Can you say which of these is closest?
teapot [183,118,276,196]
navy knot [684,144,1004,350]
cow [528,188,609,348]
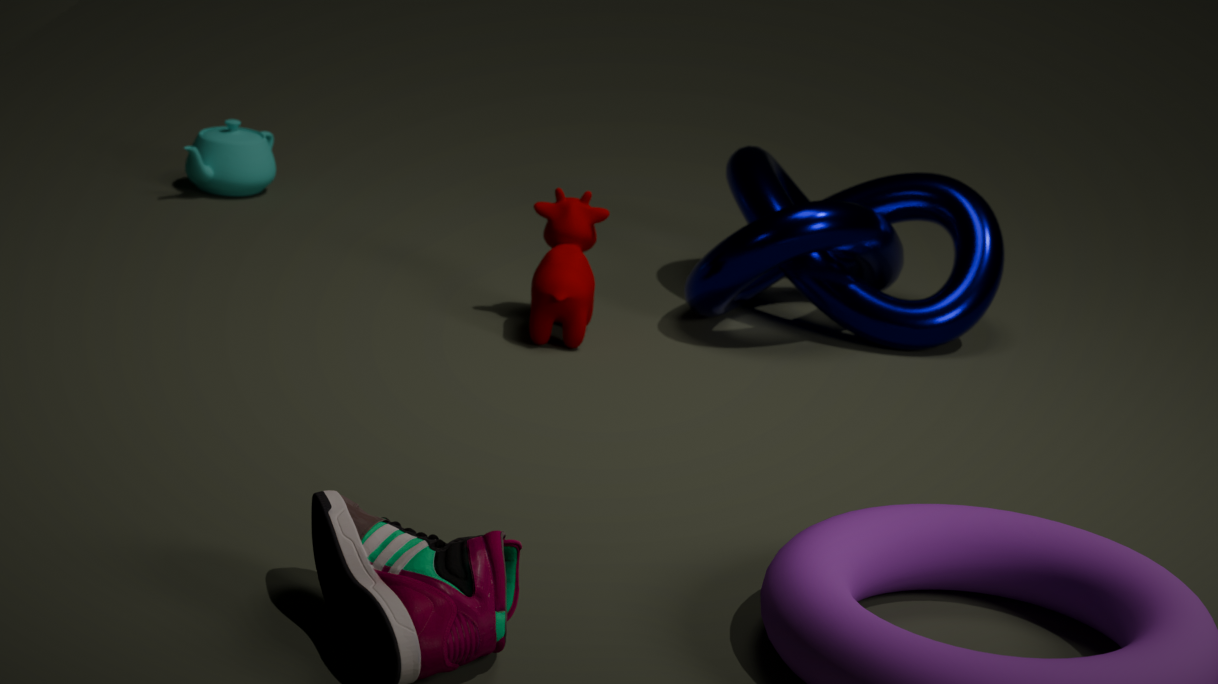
cow [528,188,609,348]
